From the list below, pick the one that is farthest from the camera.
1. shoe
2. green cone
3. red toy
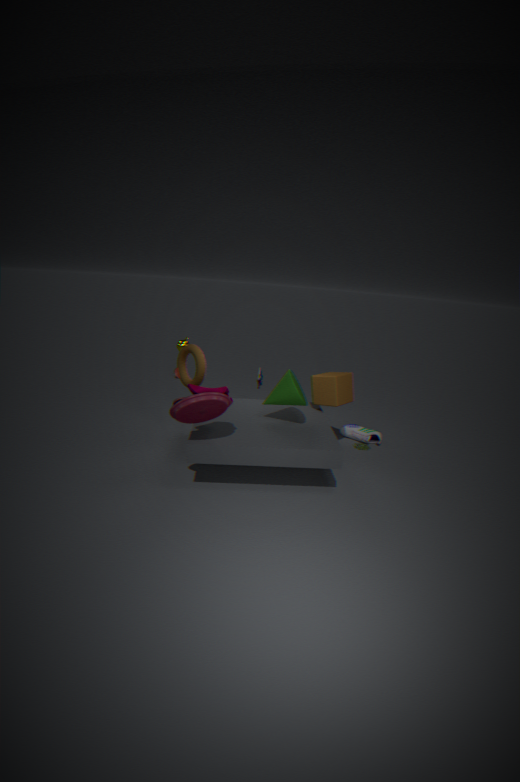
shoe
